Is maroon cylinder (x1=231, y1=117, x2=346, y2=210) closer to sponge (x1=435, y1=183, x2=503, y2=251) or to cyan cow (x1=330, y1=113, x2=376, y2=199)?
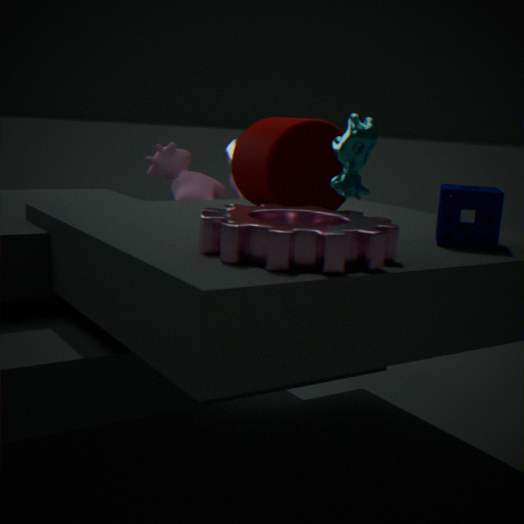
cyan cow (x1=330, y1=113, x2=376, y2=199)
